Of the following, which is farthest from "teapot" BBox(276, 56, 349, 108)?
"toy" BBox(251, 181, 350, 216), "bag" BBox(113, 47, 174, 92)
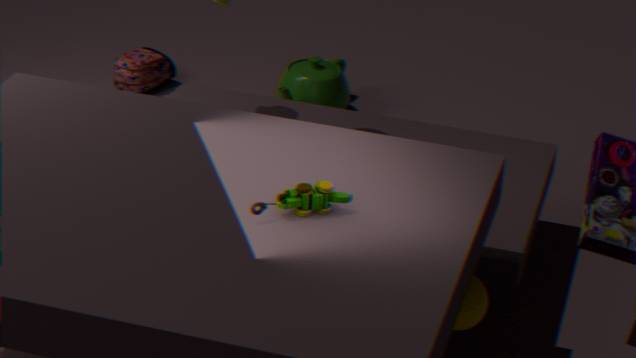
"toy" BBox(251, 181, 350, 216)
